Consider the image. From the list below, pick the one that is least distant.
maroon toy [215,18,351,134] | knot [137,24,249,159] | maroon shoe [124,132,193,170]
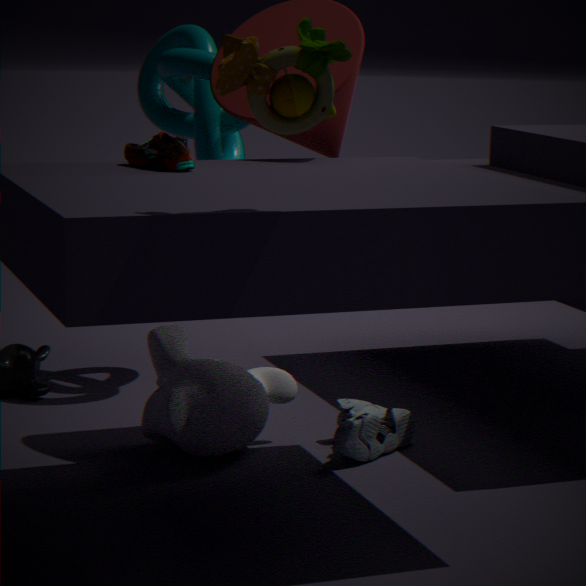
maroon toy [215,18,351,134]
